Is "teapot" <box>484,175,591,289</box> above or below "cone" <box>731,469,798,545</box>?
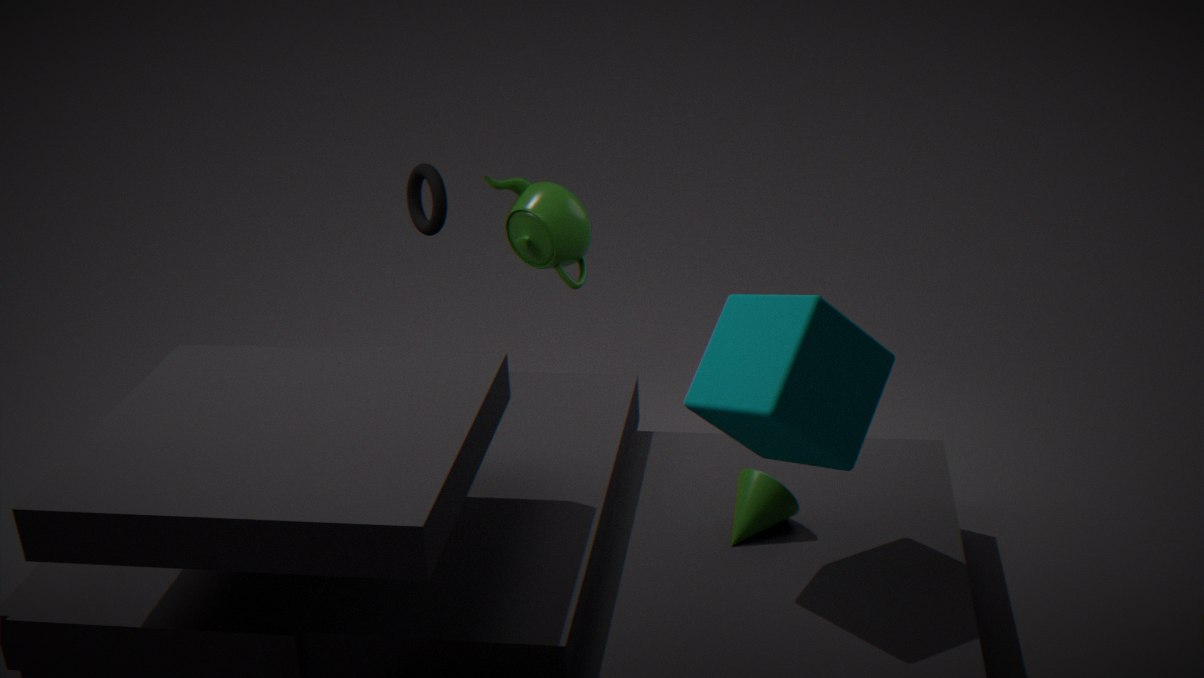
above
